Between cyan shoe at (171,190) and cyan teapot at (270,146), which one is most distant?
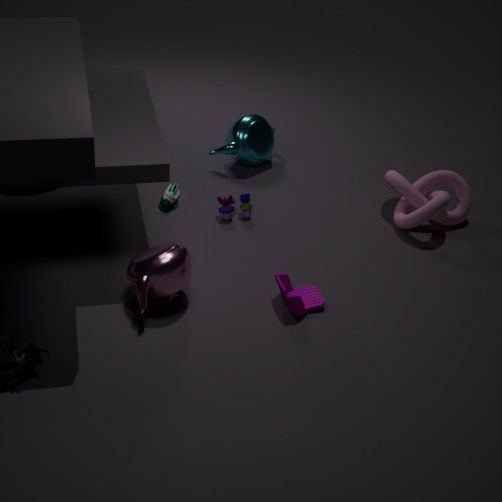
cyan teapot at (270,146)
